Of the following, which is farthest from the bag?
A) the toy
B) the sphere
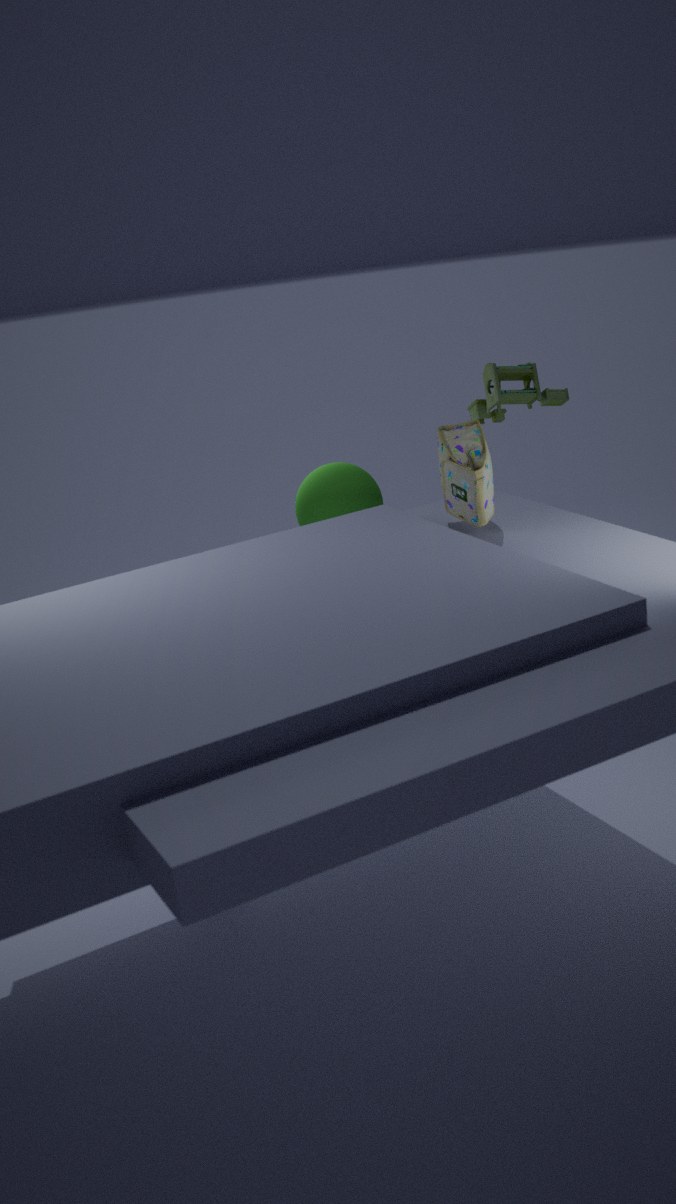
the sphere
